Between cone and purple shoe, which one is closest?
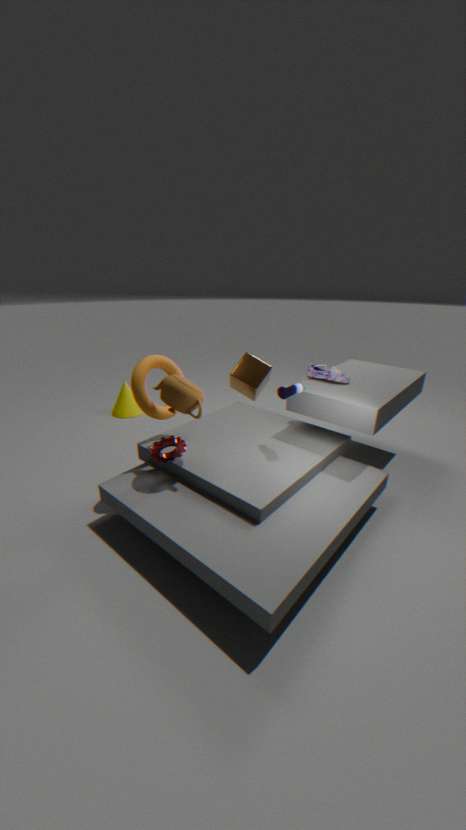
purple shoe
